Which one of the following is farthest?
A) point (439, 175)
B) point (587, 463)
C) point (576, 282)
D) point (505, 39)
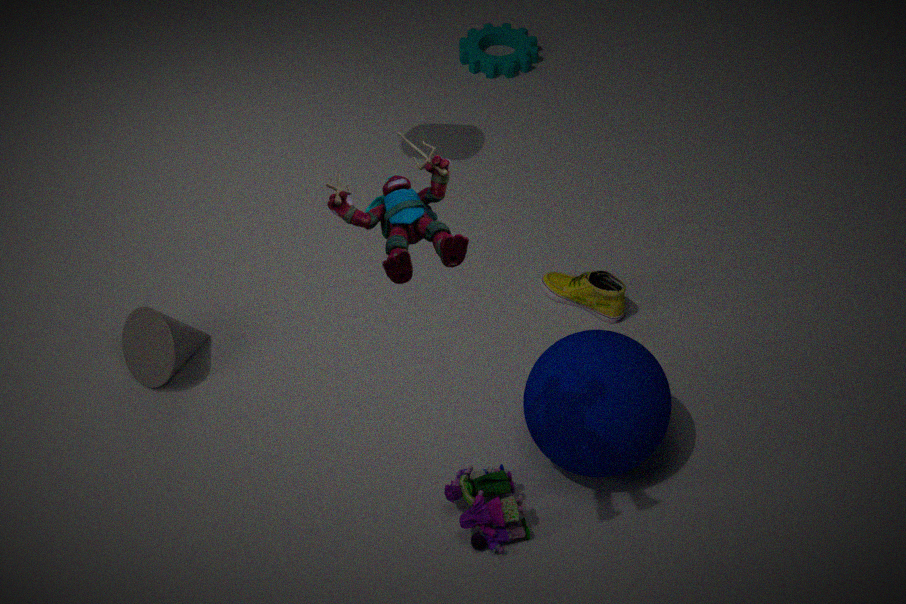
point (505, 39)
